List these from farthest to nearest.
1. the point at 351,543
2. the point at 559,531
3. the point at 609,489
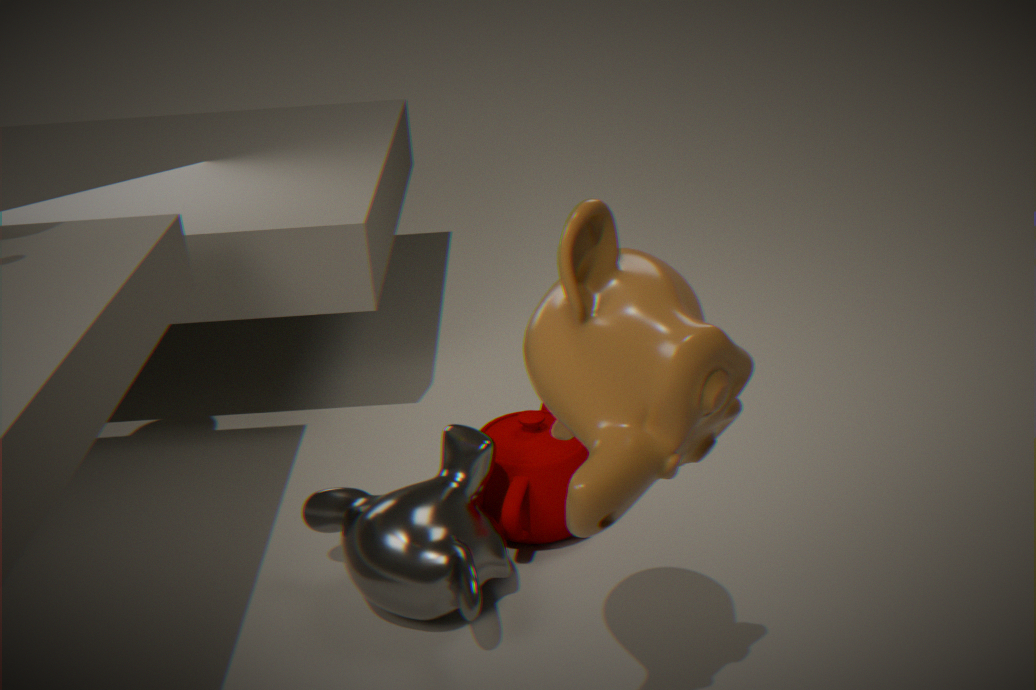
the point at 559,531
the point at 351,543
the point at 609,489
